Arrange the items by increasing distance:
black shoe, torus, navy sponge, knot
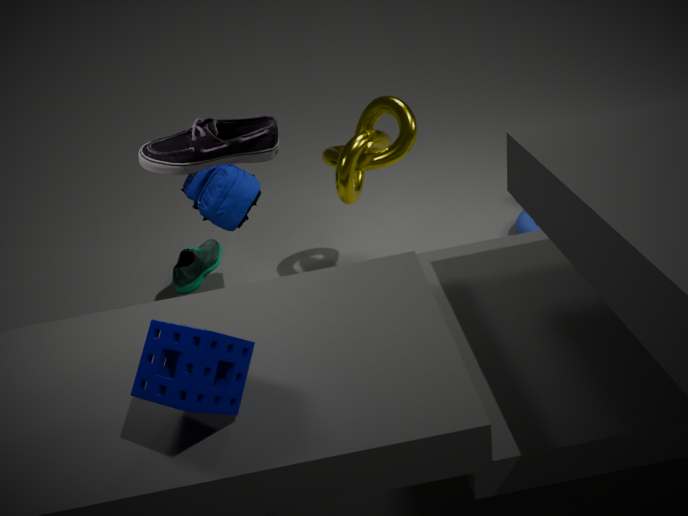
navy sponge
black shoe
knot
torus
